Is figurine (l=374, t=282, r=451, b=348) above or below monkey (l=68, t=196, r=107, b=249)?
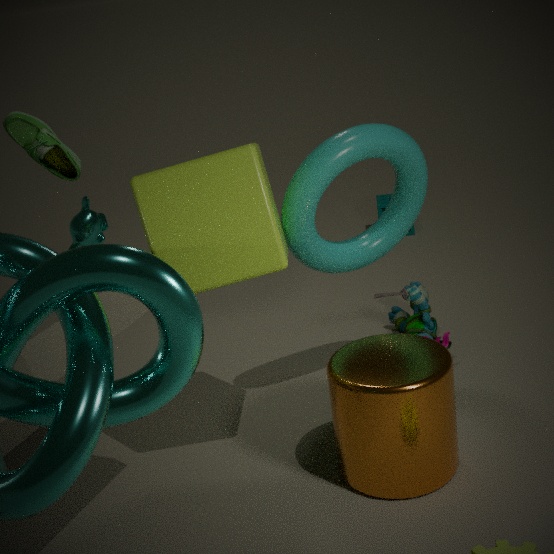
below
